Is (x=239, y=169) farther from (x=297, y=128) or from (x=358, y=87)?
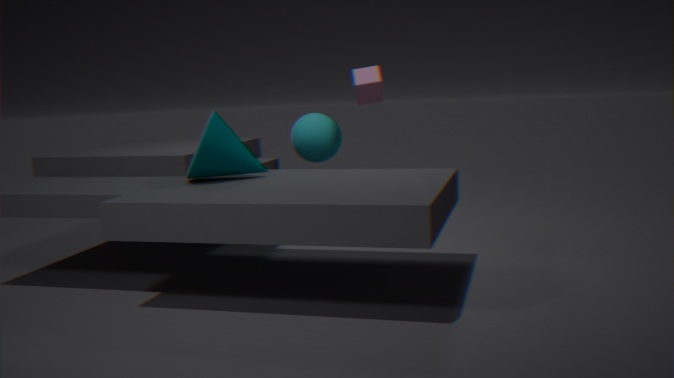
(x=358, y=87)
